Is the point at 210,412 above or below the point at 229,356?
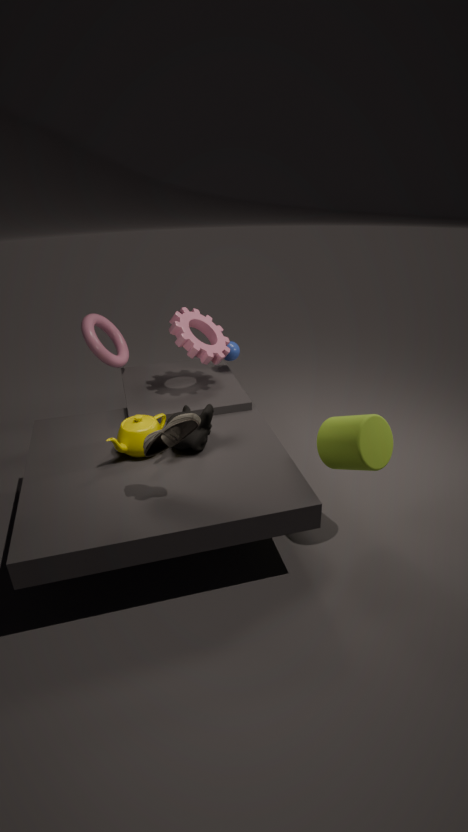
below
